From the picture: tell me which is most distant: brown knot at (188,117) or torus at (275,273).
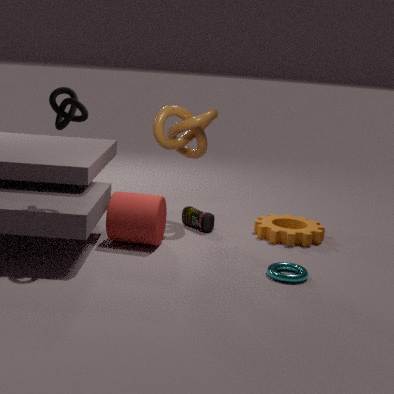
brown knot at (188,117)
